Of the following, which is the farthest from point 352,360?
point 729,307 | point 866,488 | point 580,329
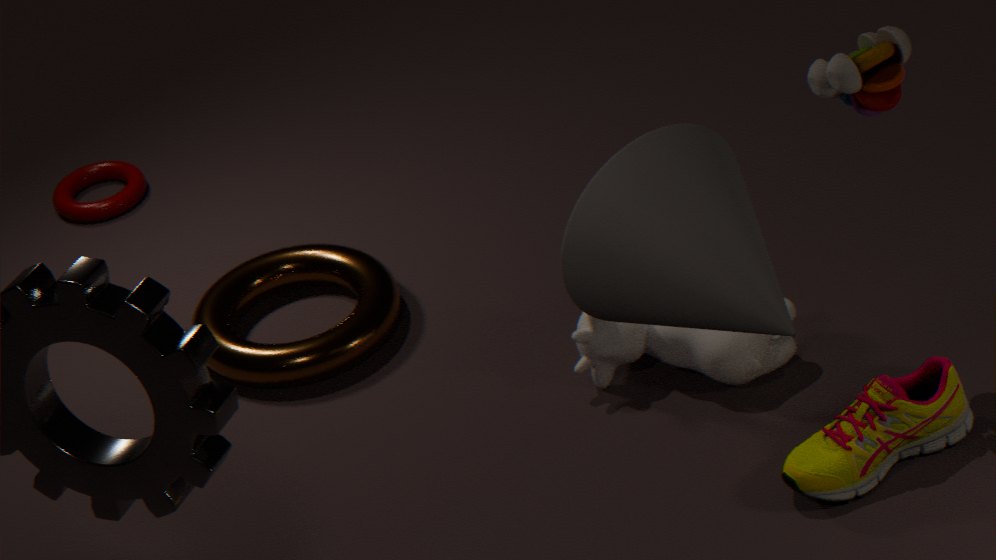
point 729,307
